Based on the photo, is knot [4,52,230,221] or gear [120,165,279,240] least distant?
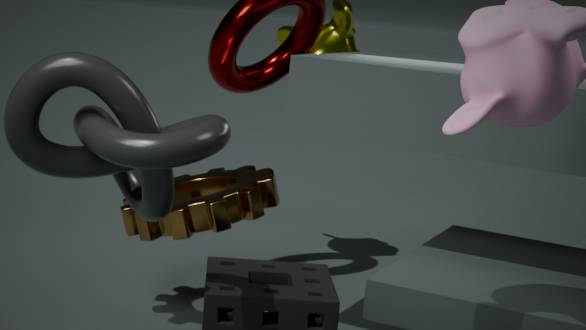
knot [4,52,230,221]
